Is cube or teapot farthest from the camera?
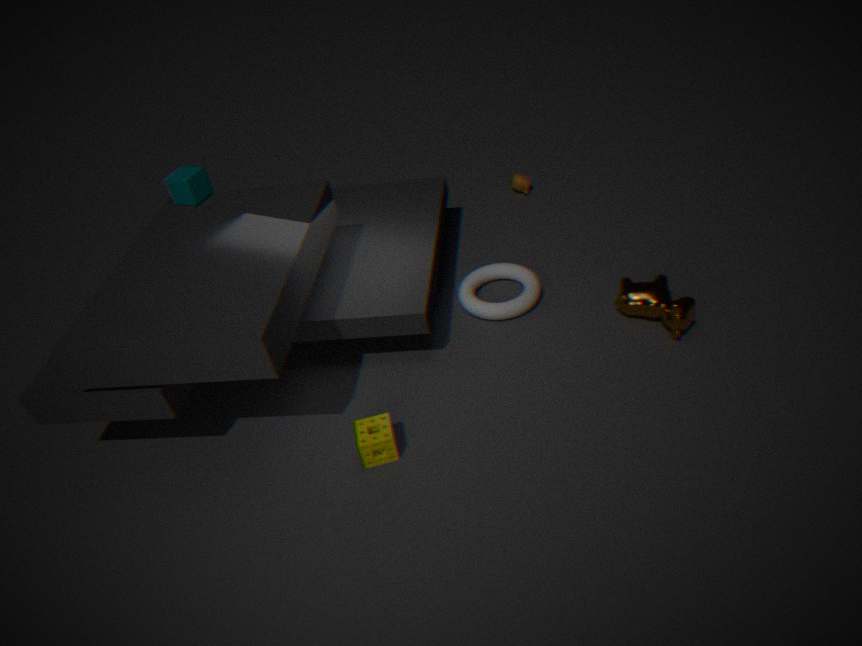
teapot
